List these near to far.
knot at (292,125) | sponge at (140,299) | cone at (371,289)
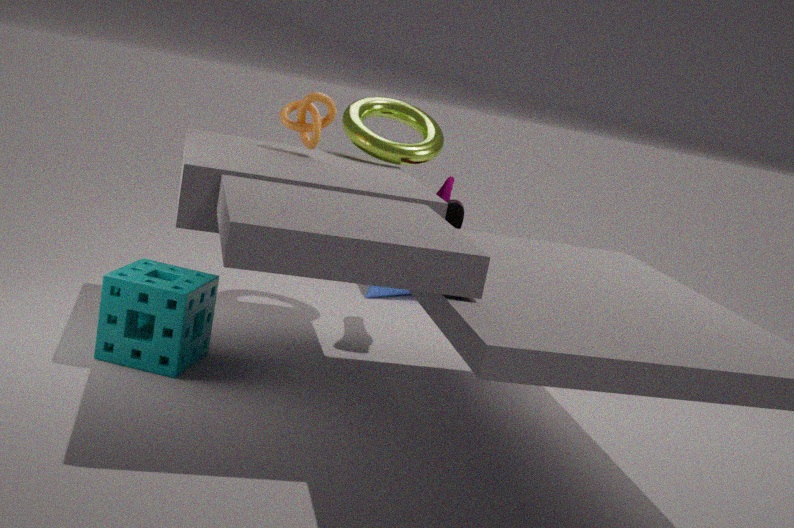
sponge at (140,299)
knot at (292,125)
cone at (371,289)
